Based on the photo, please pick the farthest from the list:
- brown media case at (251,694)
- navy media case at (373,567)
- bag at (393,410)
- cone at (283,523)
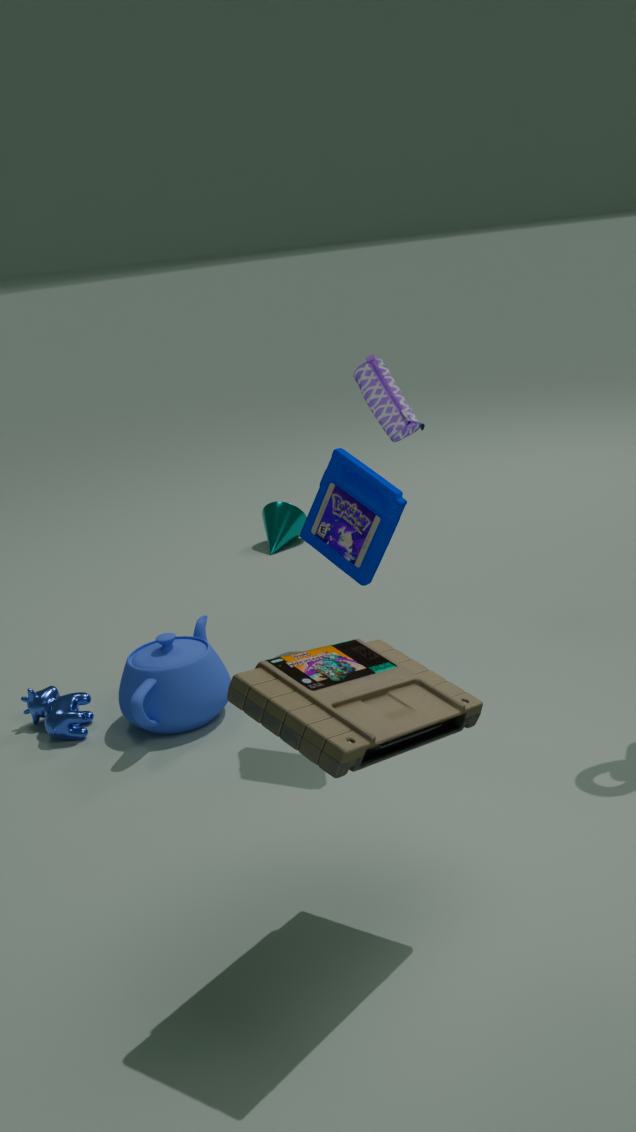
cone at (283,523)
